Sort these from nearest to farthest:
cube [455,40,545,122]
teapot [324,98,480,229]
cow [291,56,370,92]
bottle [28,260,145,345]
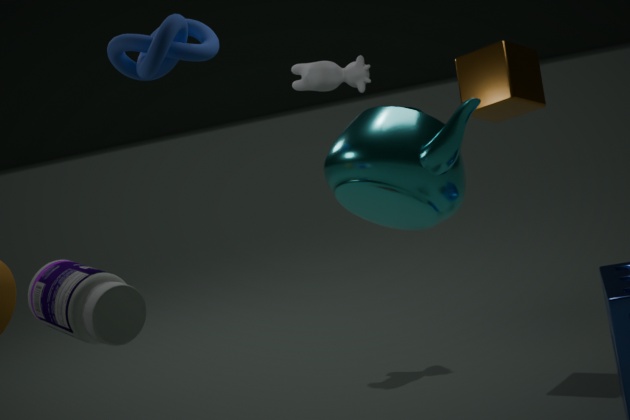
bottle [28,260,145,345], teapot [324,98,480,229], cube [455,40,545,122], cow [291,56,370,92]
